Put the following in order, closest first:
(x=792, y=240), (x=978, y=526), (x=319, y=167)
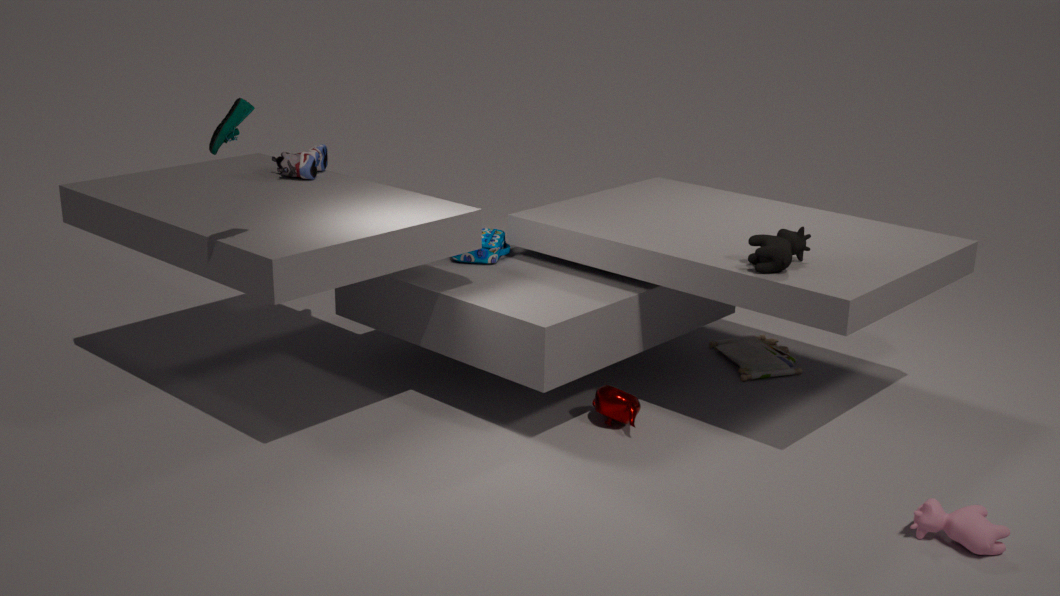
(x=978, y=526)
(x=792, y=240)
(x=319, y=167)
